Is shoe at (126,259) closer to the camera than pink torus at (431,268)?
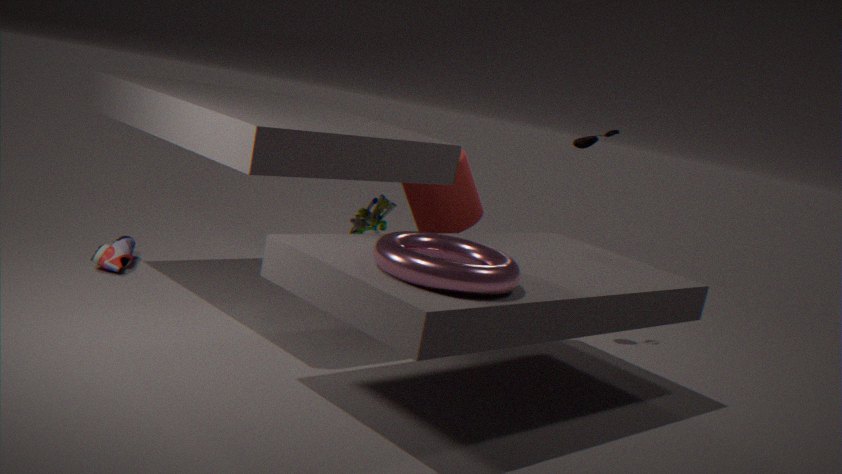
No
